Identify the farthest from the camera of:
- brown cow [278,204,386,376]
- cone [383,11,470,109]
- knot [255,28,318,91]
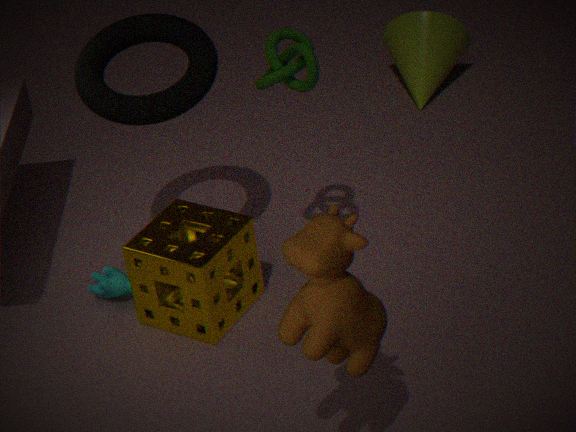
cone [383,11,470,109]
